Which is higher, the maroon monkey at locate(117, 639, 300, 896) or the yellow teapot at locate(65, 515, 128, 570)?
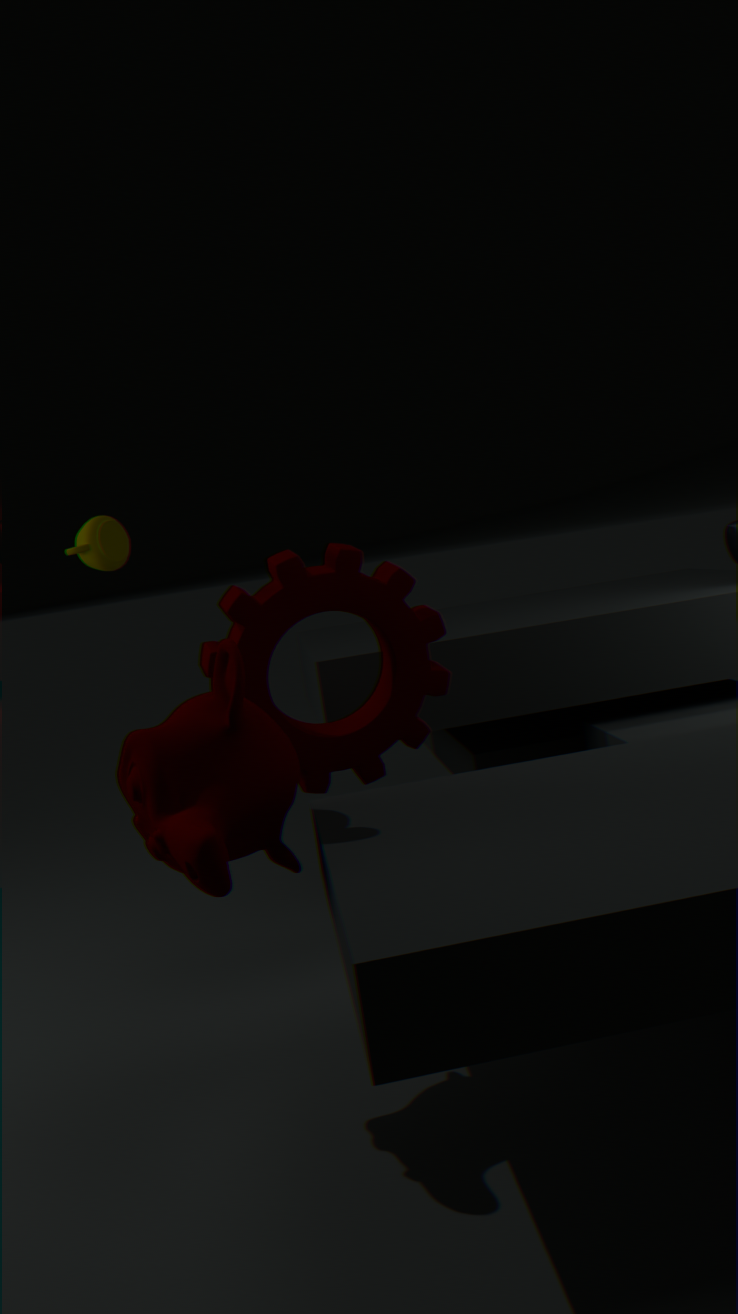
the yellow teapot at locate(65, 515, 128, 570)
